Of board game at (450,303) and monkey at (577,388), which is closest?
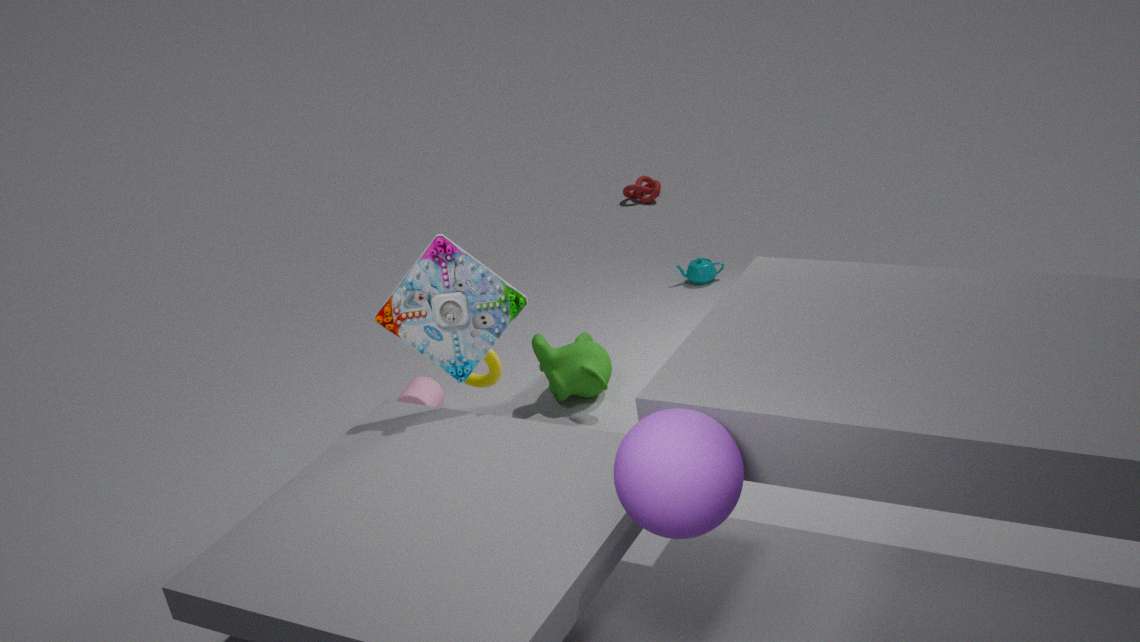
board game at (450,303)
